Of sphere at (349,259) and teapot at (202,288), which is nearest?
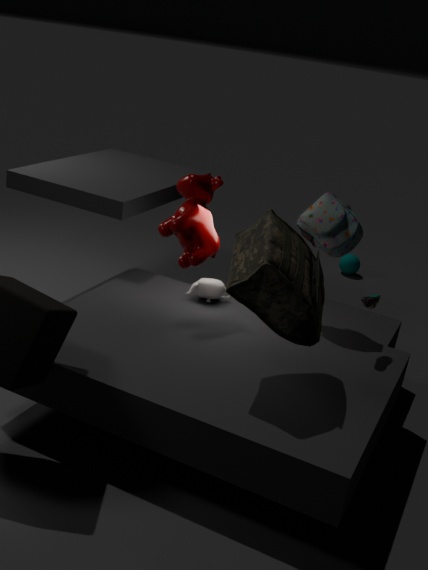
teapot at (202,288)
